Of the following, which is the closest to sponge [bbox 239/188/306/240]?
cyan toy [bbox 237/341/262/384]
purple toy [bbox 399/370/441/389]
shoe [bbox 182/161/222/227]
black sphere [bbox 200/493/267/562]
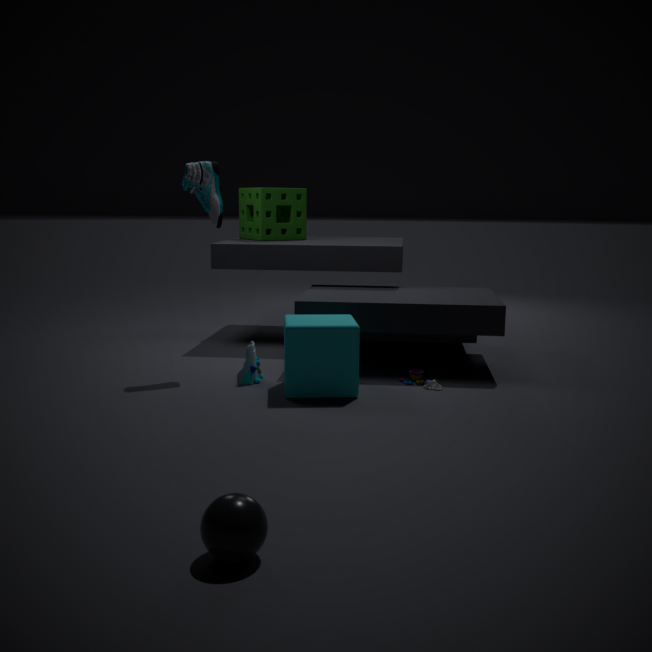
shoe [bbox 182/161/222/227]
